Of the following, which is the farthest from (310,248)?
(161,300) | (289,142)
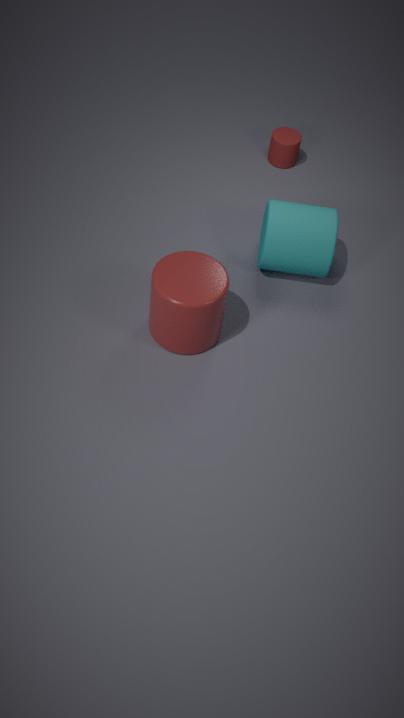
(289,142)
